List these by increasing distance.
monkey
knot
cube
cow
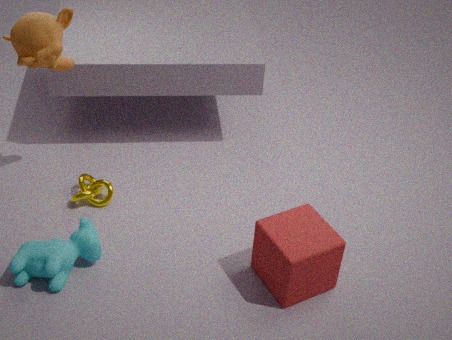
cube → cow → monkey → knot
